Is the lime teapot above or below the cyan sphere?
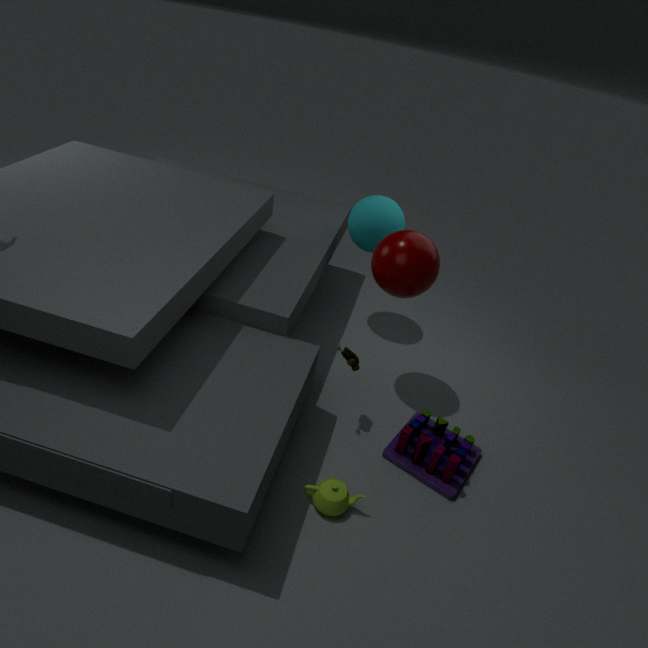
below
